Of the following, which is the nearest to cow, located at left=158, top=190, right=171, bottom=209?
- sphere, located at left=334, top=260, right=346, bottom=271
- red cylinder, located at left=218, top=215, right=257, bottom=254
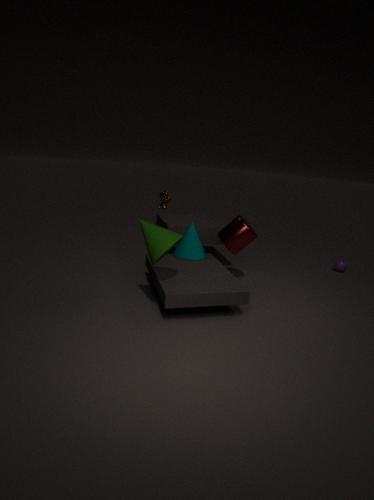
red cylinder, located at left=218, top=215, right=257, bottom=254
